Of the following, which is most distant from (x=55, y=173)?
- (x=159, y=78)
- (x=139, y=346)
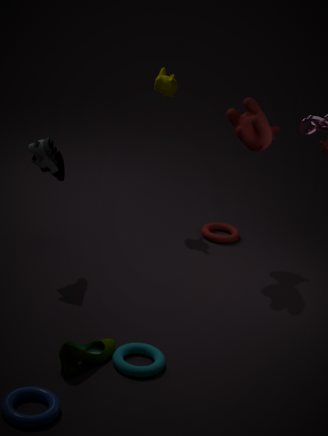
(x=139, y=346)
